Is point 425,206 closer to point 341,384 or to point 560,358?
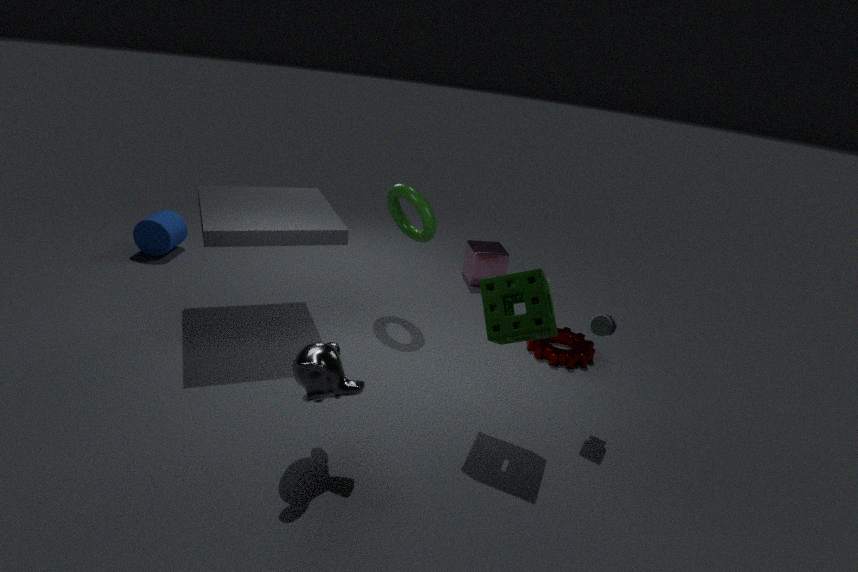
point 560,358
